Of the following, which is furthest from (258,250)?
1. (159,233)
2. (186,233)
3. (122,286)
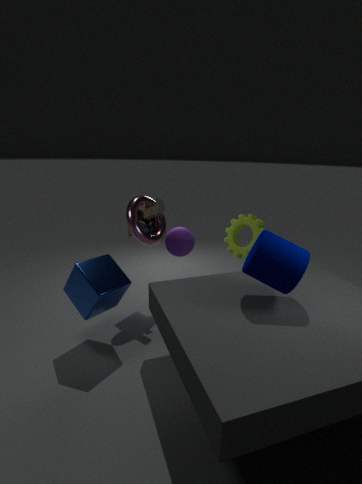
(186,233)
